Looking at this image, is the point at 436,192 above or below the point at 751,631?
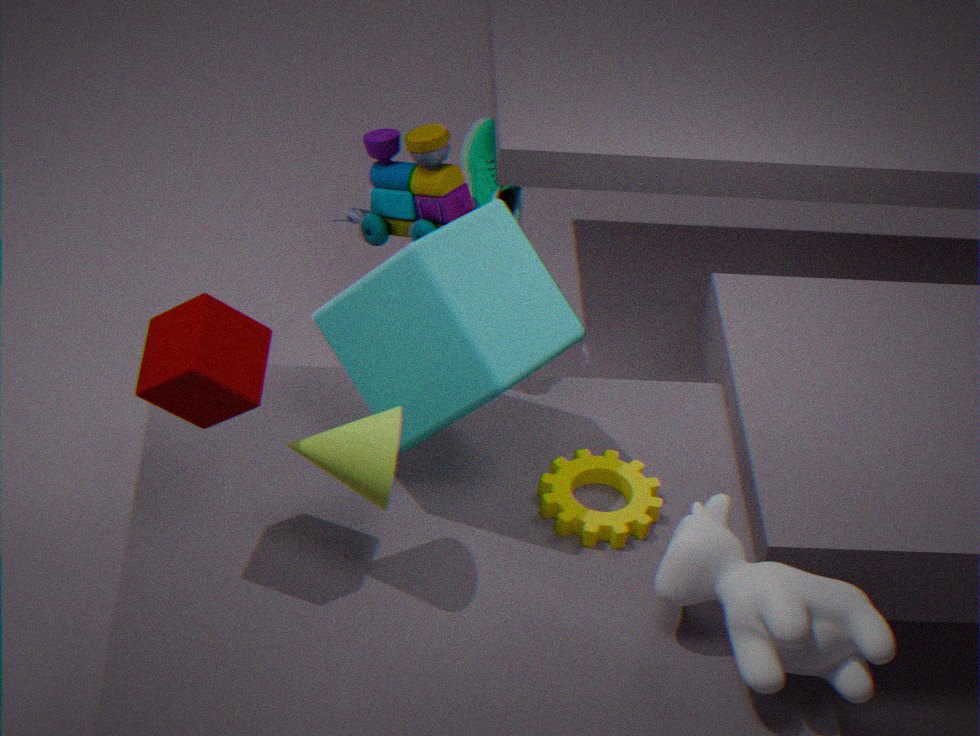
above
